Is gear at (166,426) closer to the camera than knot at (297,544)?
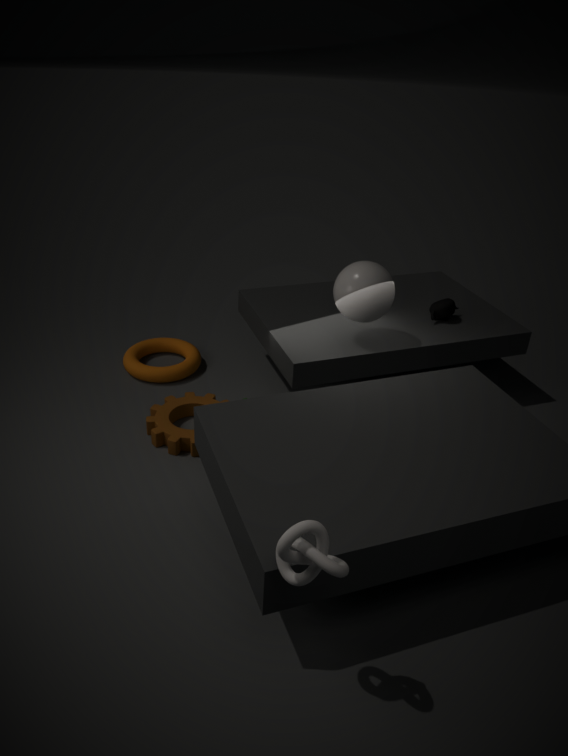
No
